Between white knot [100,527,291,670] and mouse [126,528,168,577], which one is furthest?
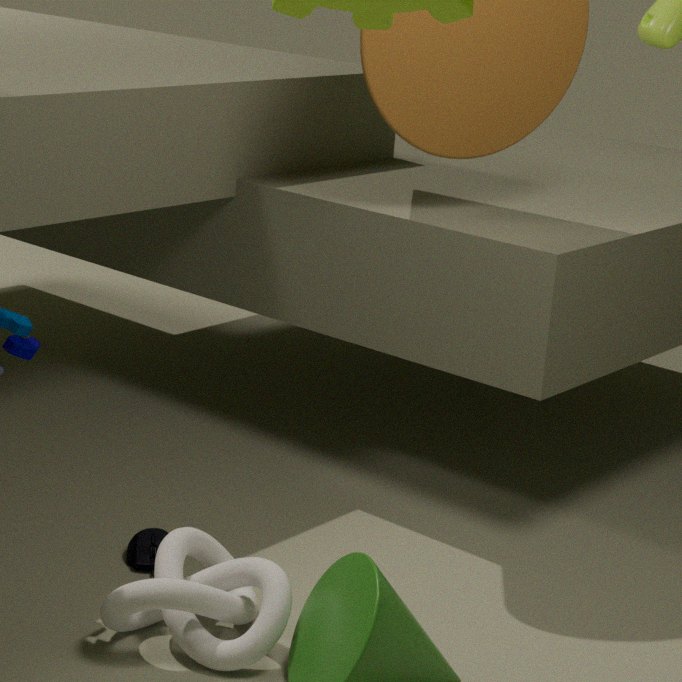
mouse [126,528,168,577]
